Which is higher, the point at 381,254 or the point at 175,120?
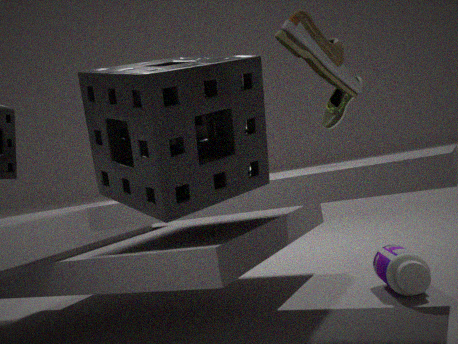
the point at 175,120
